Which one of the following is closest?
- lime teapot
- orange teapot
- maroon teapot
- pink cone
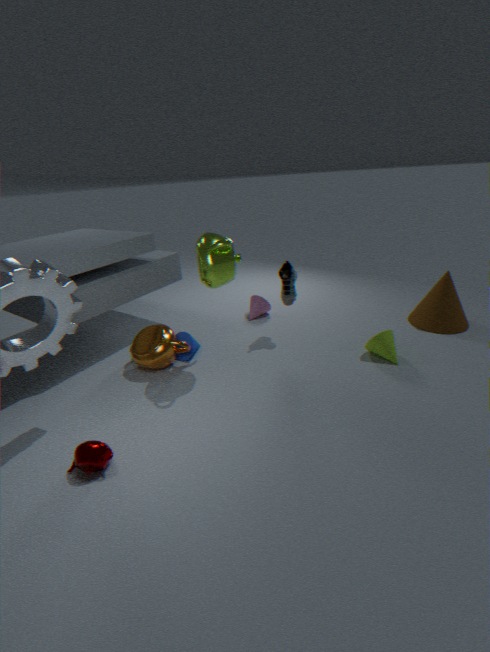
maroon teapot
